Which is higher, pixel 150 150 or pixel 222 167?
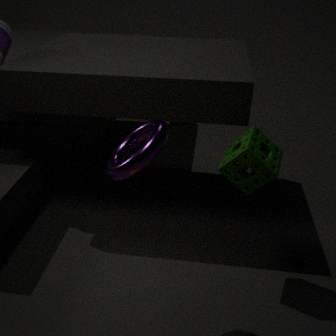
pixel 150 150
